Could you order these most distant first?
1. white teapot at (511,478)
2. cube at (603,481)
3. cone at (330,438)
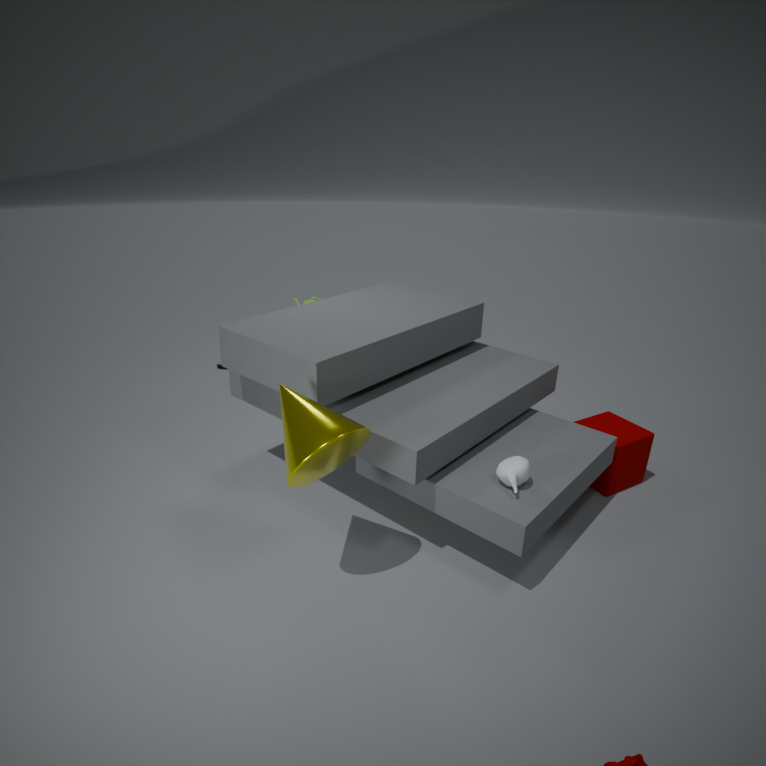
cube at (603,481) < white teapot at (511,478) < cone at (330,438)
